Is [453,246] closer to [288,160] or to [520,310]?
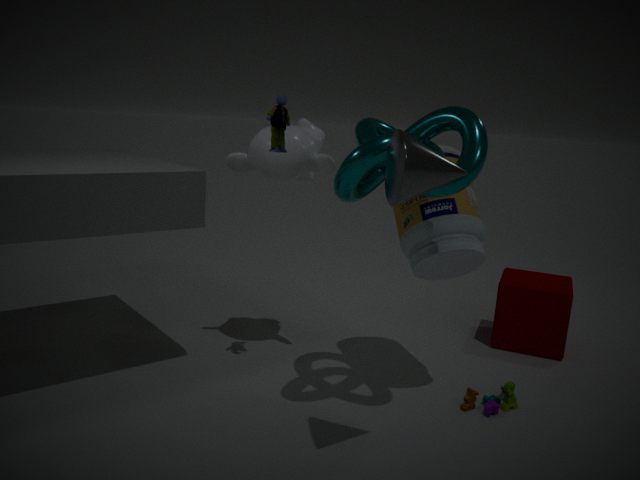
[288,160]
